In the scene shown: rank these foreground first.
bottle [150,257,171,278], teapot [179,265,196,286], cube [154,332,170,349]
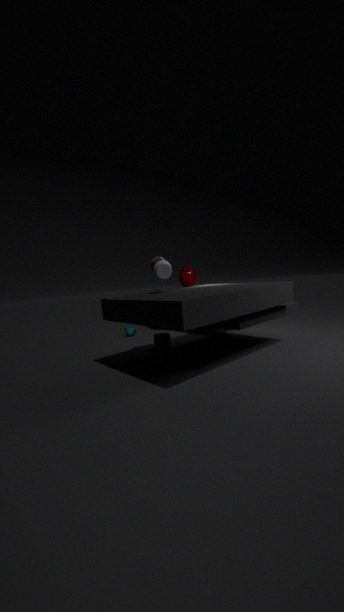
bottle [150,257,171,278], cube [154,332,170,349], teapot [179,265,196,286]
